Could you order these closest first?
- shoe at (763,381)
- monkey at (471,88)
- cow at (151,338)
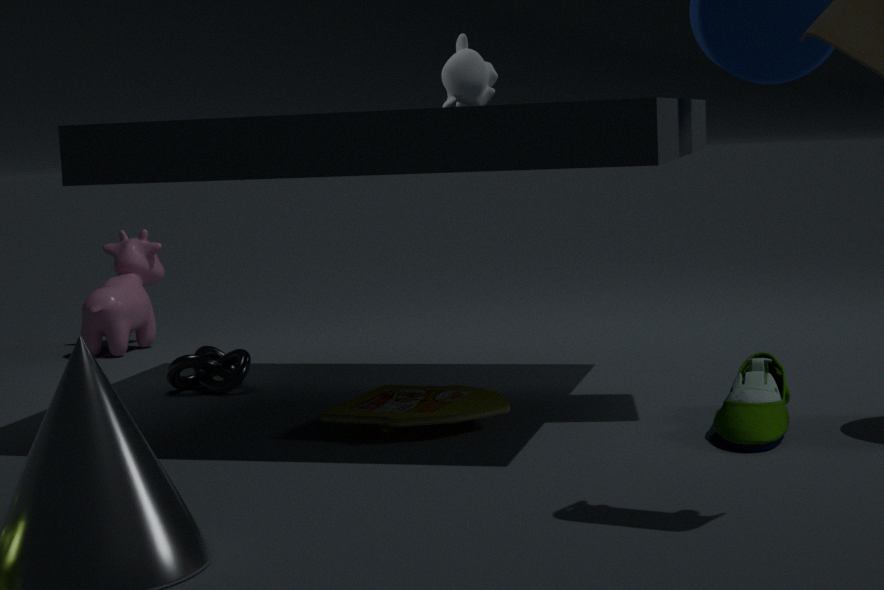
1. shoe at (763,381)
2. monkey at (471,88)
3. cow at (151,338)
